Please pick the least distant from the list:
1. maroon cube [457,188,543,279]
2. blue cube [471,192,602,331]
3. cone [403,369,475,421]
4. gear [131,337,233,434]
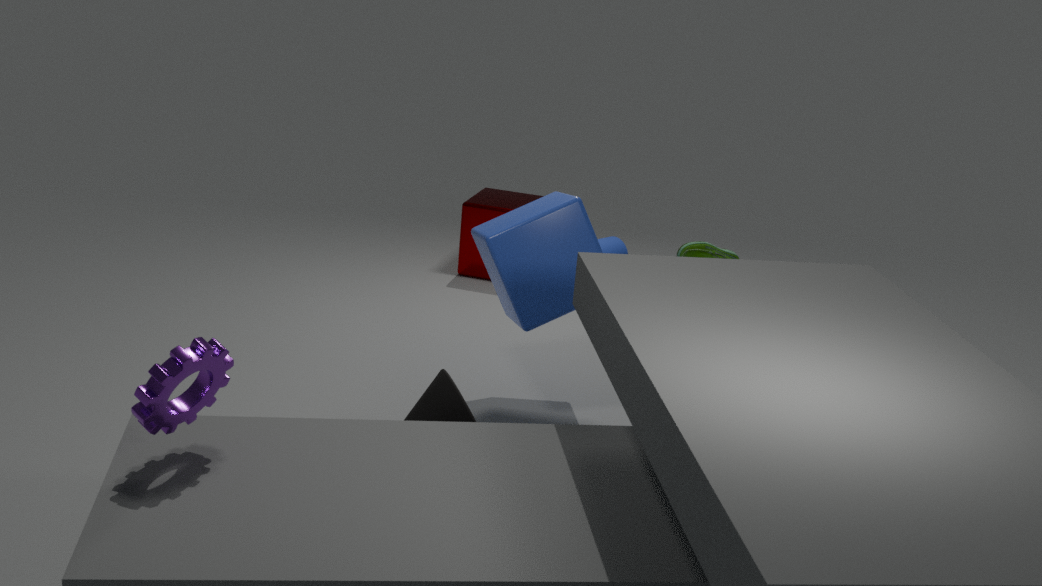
gear [131,337,233,434]
